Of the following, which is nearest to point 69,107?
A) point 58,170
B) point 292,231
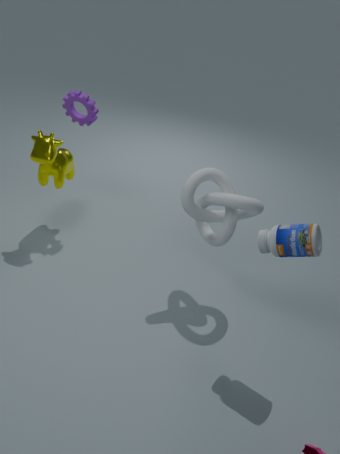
point 58,170
